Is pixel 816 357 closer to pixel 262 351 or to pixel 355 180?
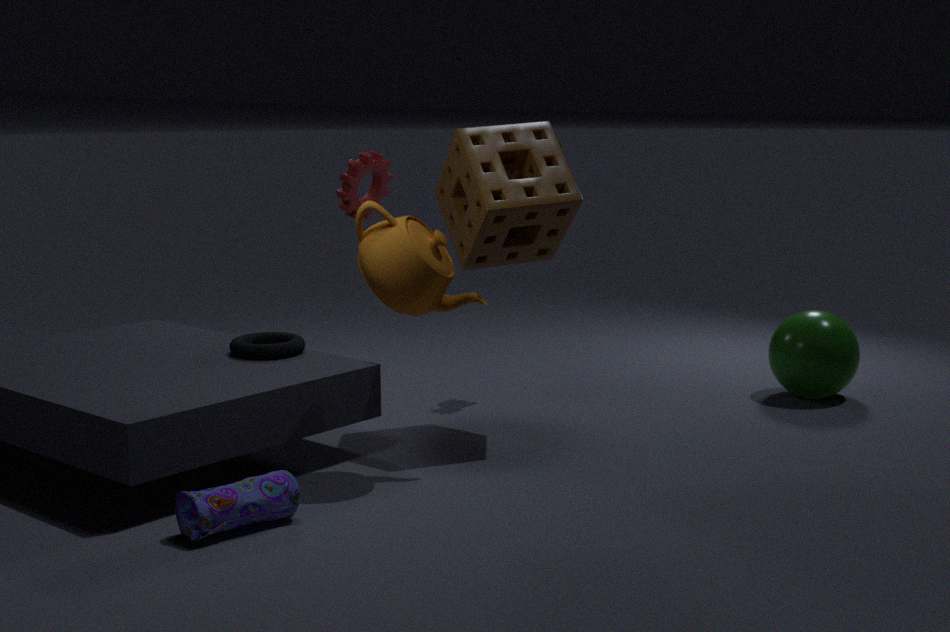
pixel 355 180
